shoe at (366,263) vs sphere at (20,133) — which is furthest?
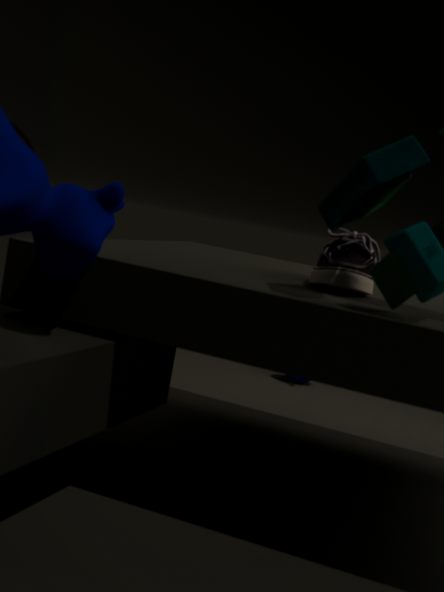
shoe at (366,263)
